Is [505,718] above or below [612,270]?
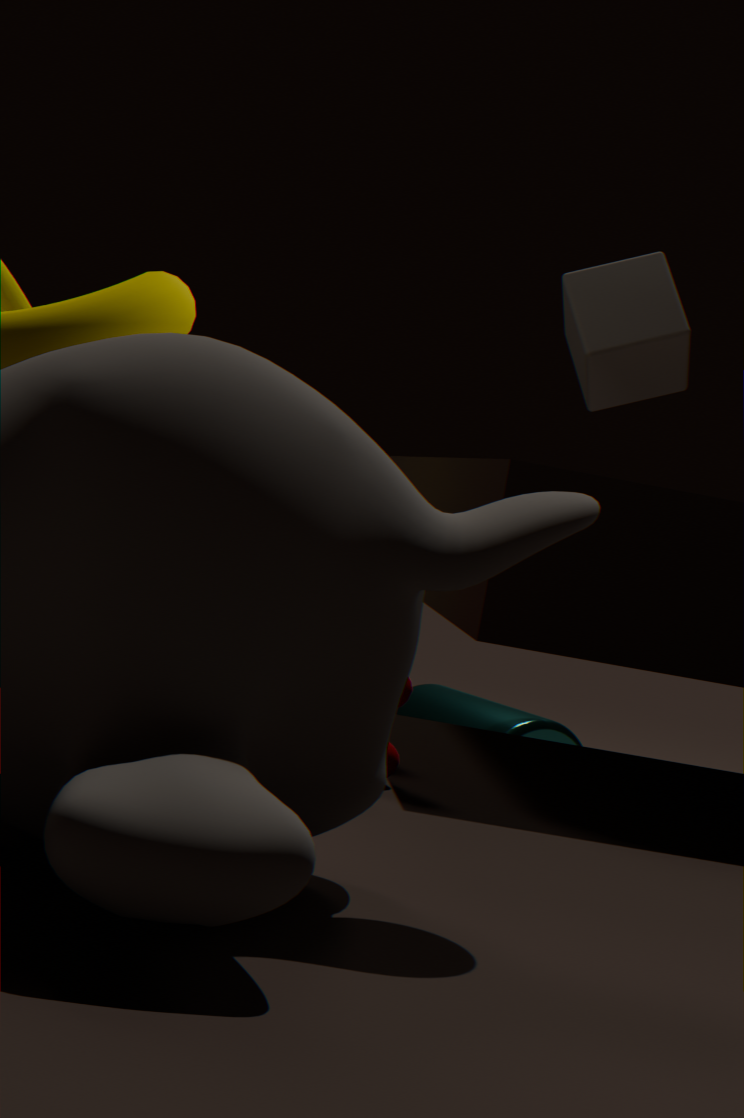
below
